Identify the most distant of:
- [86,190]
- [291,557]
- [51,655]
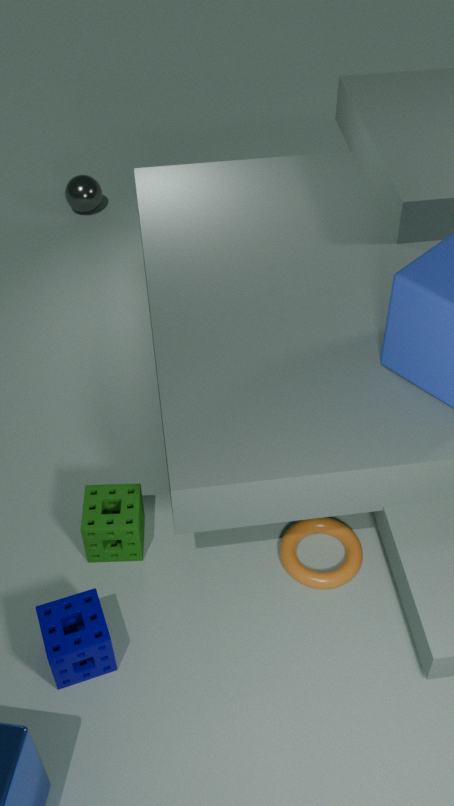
[86,190]
